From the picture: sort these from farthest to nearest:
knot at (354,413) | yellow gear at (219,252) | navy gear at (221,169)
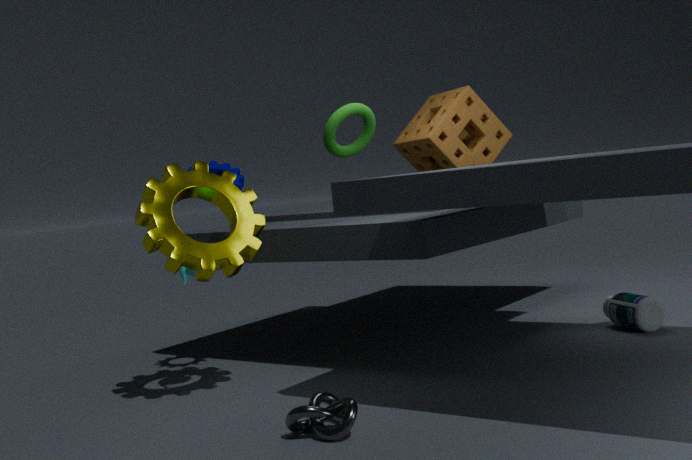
navy gear at (221,169) → yellow gear at (219,252) → knot at (354,413)
